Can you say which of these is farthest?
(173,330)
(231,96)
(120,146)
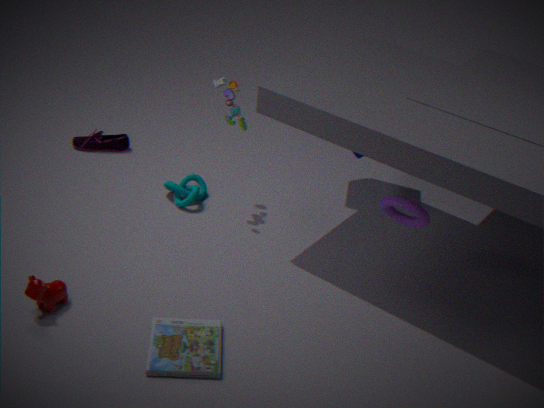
(120,146)
